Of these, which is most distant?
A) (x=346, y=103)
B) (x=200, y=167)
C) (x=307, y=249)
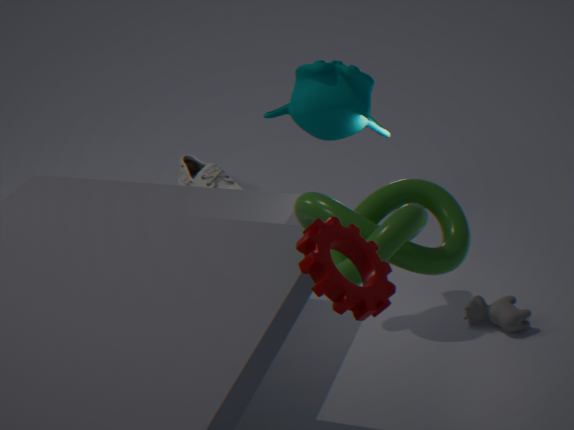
(x=200, y=167)
